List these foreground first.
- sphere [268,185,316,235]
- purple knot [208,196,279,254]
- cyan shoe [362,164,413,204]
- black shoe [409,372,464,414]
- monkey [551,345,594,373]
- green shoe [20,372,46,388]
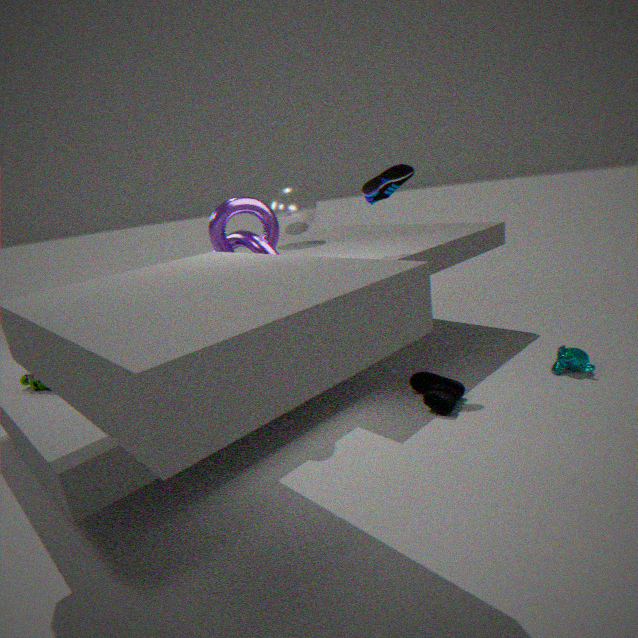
green shoe [20,372,46,388], purple knot [208,196,279,254], black shoe [409,372,464,414], cyan shoe [362,164,413,204], monkey [551,345,594,373], sphere [268,185,316,235]
